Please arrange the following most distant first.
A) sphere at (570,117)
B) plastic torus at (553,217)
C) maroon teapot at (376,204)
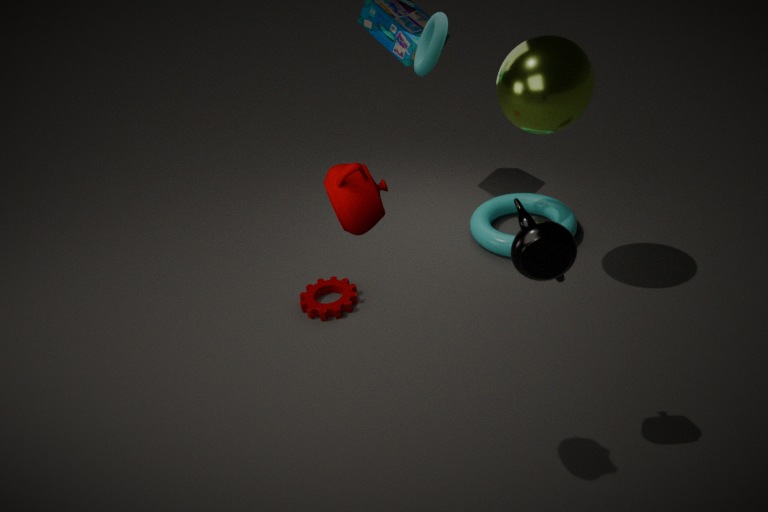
plastic torus at (553,217) < sphere at (570,117) < maroon teapot at (376,204)
